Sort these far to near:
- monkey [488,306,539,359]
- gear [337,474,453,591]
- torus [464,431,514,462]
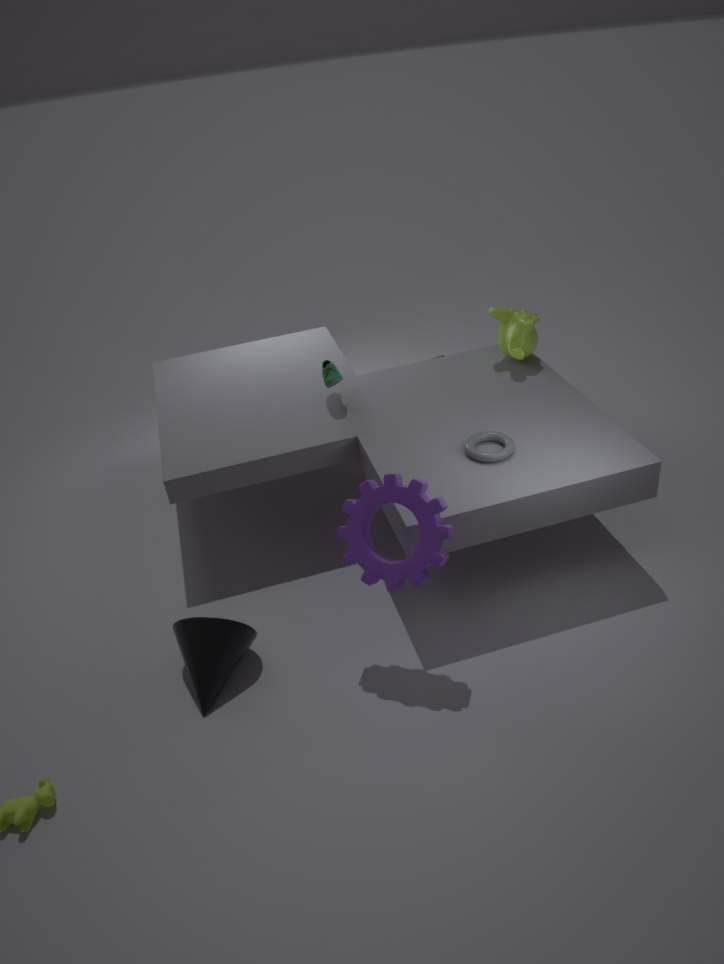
monkey [488,306,539,359]
torus [464,431,514,462]
gear [337,474,453,591]
